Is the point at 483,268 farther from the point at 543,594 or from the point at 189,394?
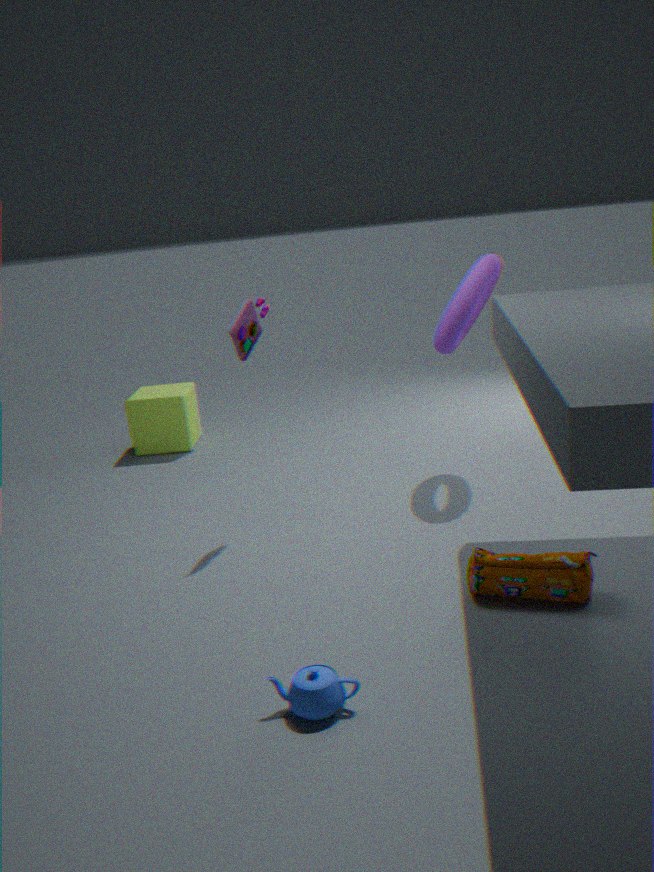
the point at 189,394
